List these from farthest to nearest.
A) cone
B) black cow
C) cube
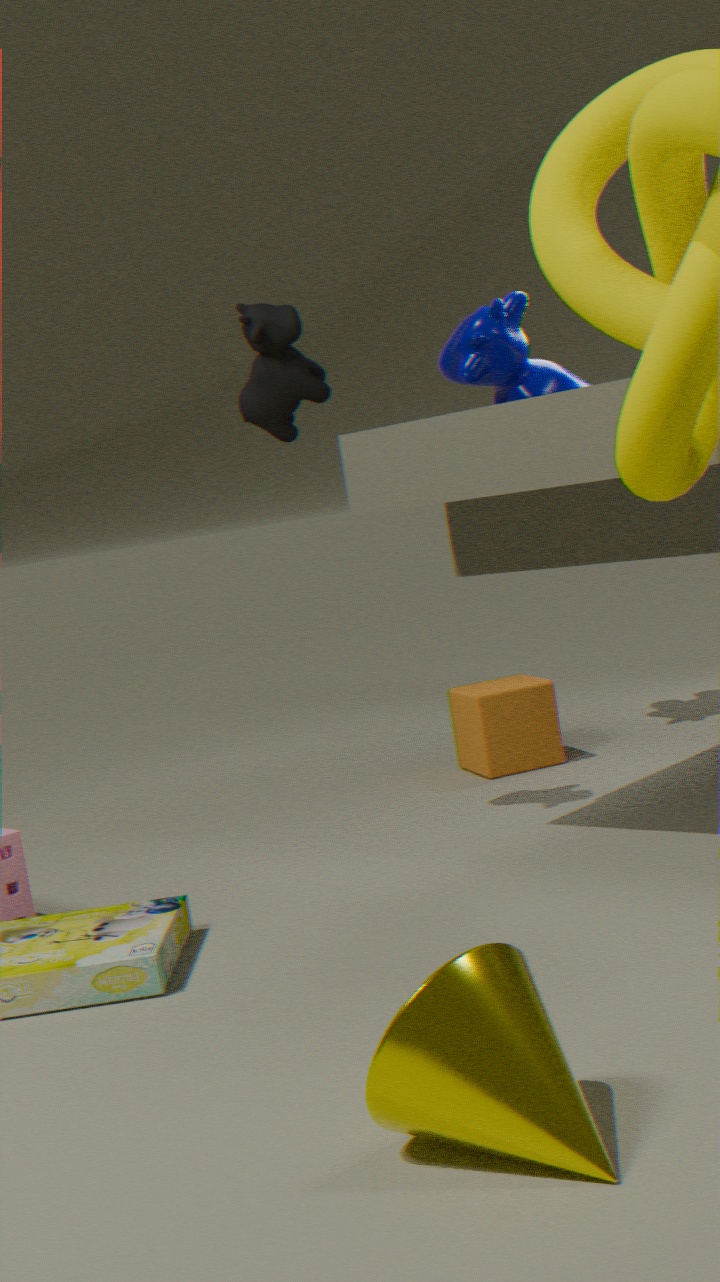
cube → black cow → cone
